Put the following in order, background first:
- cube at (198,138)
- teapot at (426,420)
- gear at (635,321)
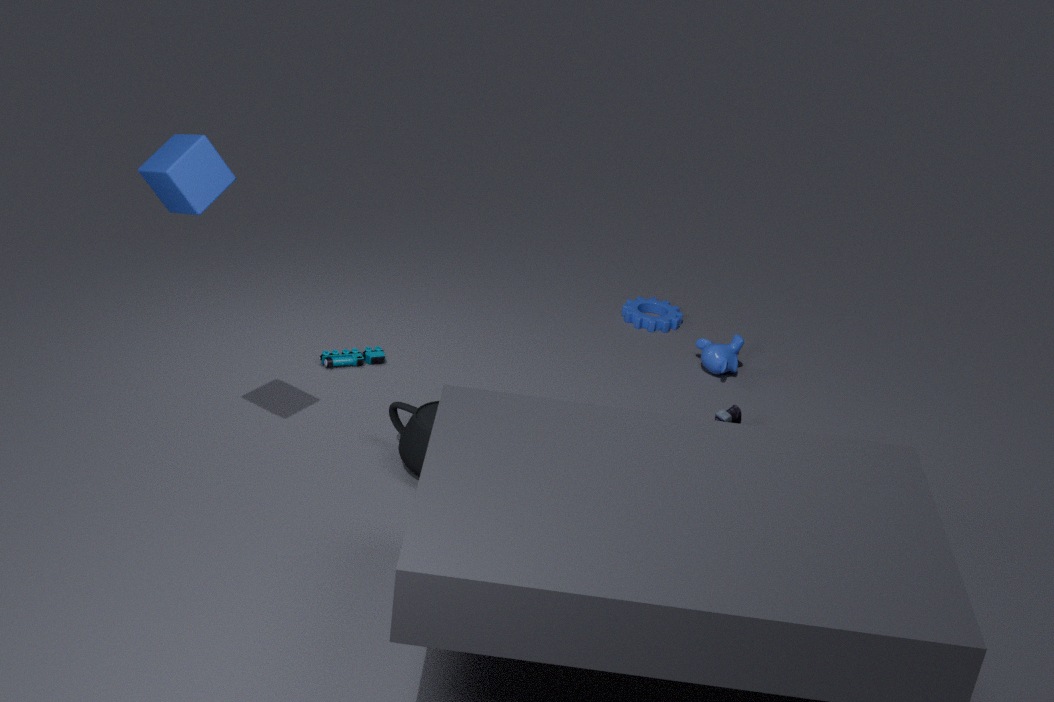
gear at (635,321) → teapot at (426,420) → cube at (198,138)
